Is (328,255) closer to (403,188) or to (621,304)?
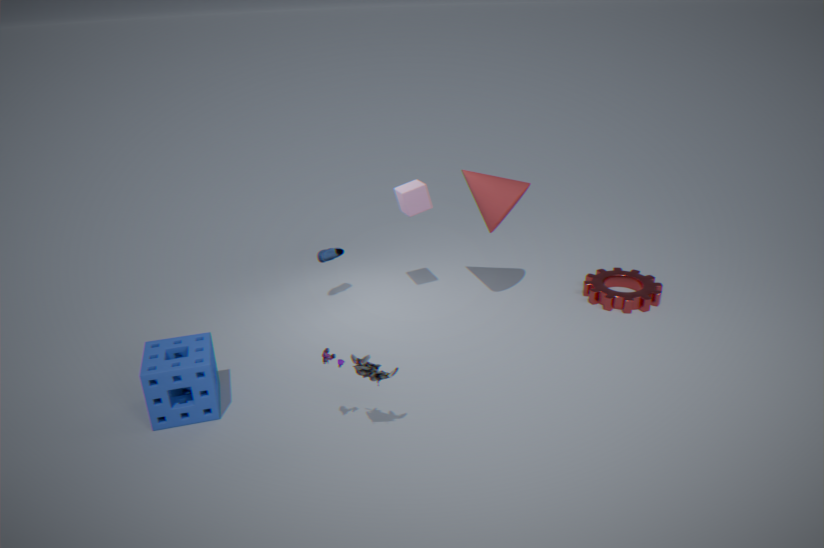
(403,188)
